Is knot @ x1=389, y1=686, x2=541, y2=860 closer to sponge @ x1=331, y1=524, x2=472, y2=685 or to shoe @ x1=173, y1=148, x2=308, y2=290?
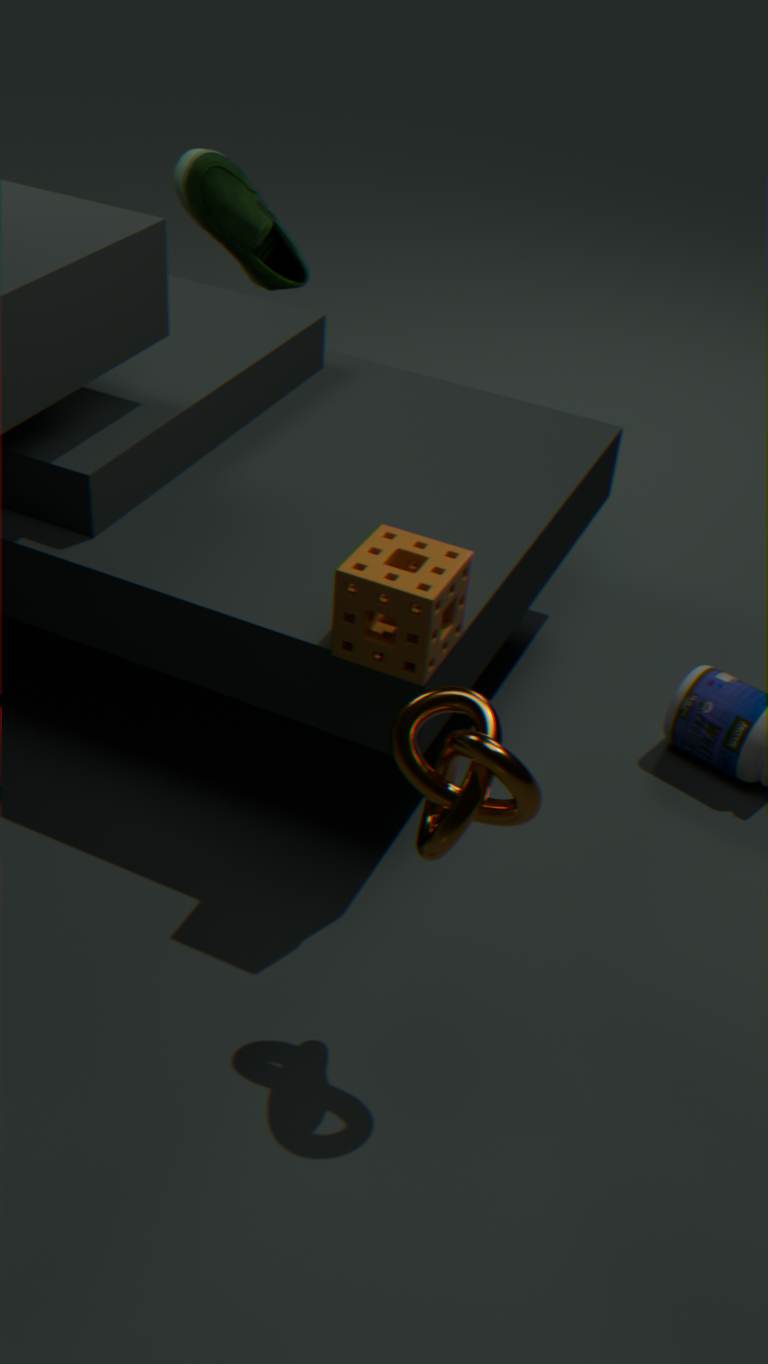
sponge @ x1=331, y1=524, x2=472, y2=685
